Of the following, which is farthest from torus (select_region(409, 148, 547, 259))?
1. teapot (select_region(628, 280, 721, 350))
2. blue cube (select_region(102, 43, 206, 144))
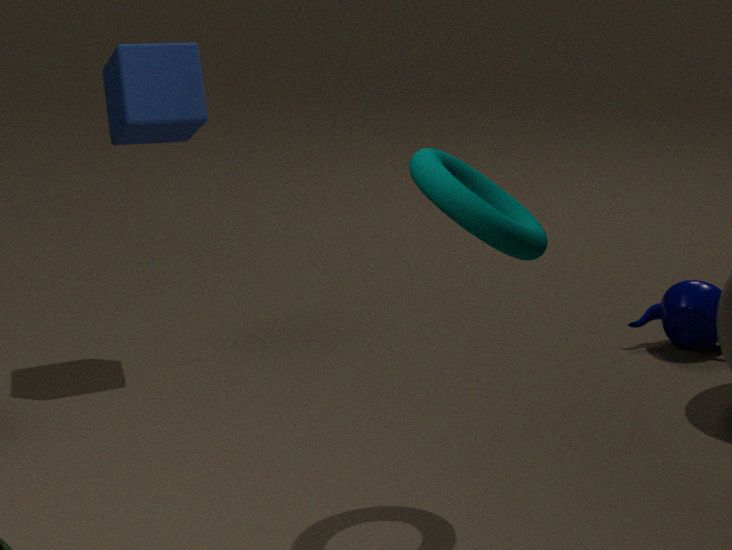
teapot (select_region(628, 280, 721, 350))
